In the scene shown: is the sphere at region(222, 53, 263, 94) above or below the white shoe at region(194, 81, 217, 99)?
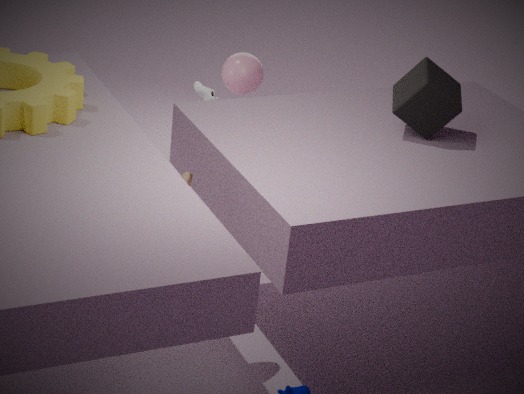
above
